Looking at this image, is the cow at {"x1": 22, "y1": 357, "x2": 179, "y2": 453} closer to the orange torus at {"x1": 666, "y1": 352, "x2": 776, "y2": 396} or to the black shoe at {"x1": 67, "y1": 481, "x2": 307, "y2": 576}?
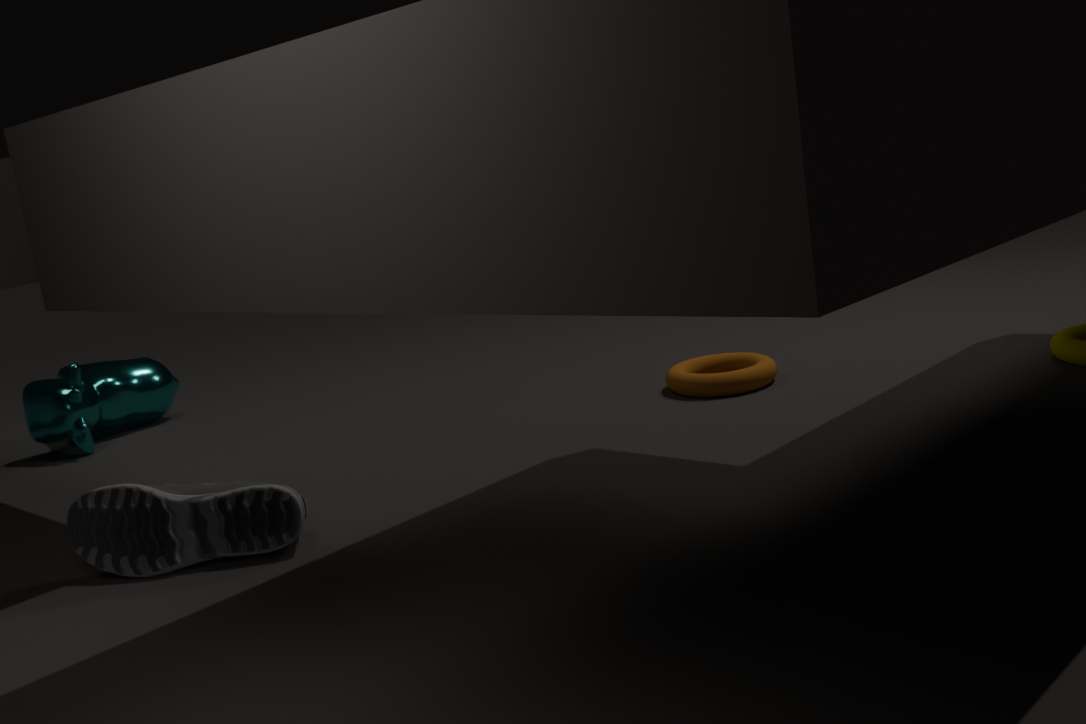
the black shoe at {"x1": 67, "y1": 481, "x2": 307, "y2": 576}
